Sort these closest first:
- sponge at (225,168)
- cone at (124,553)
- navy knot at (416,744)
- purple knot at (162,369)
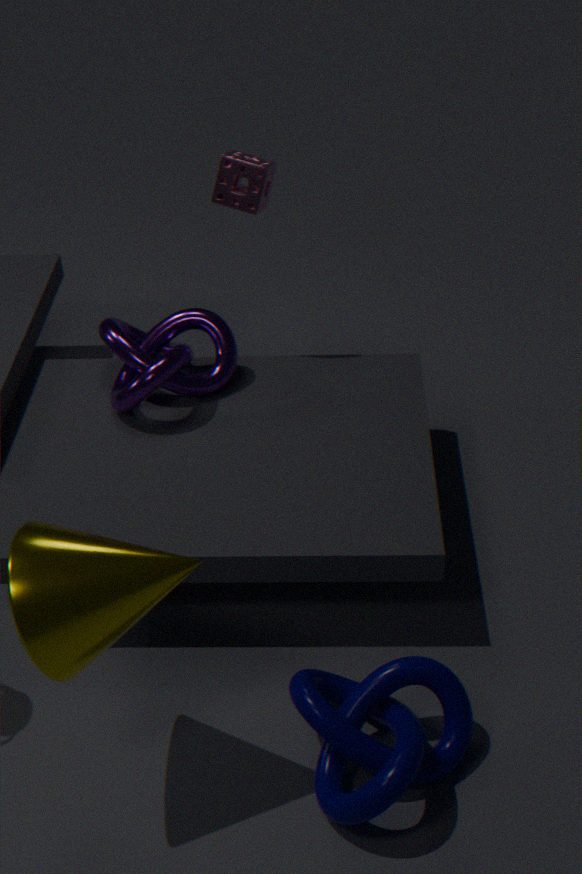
cone at (124,553)
navy knot at (416,744)
purple knot at (162,369)
sponge at (225,168)
